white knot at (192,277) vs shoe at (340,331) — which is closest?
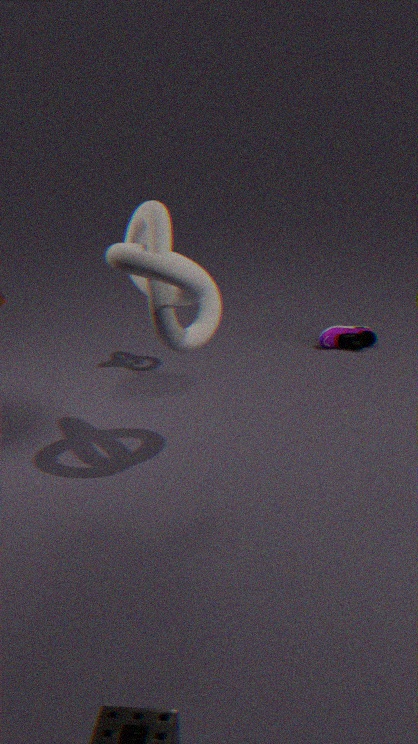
white knot at (192,277)
